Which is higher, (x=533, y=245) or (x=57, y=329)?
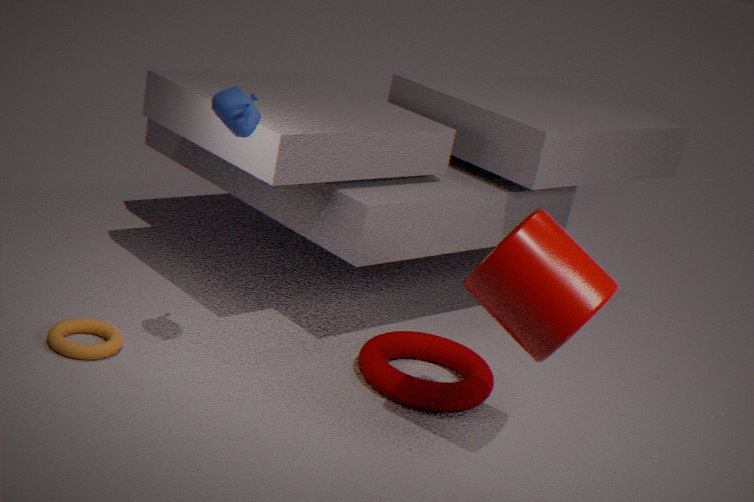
(x=533, y=245)
